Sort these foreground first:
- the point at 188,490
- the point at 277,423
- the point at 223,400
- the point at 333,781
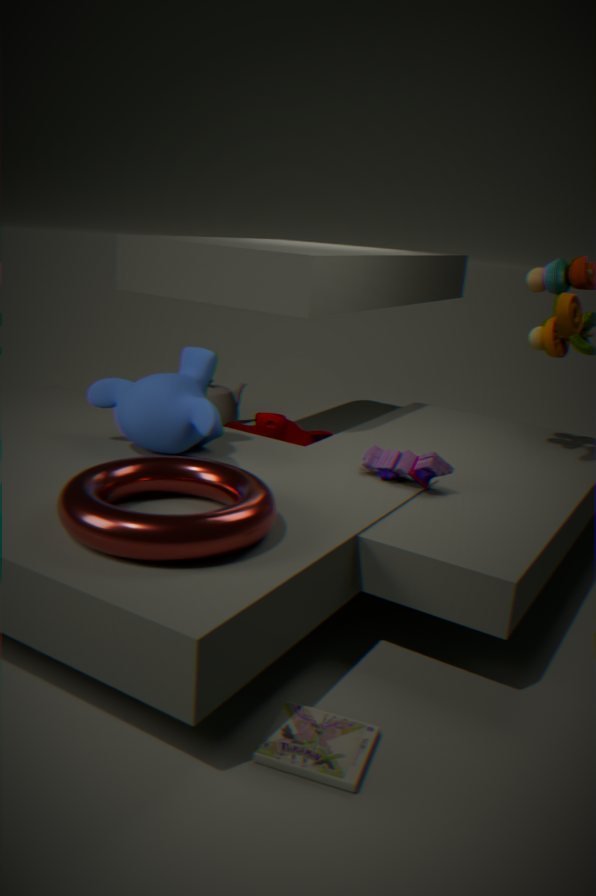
1. the point at 333,781
2. the point at 188,490
3. the point at 277,423
4. the point at 223,400
